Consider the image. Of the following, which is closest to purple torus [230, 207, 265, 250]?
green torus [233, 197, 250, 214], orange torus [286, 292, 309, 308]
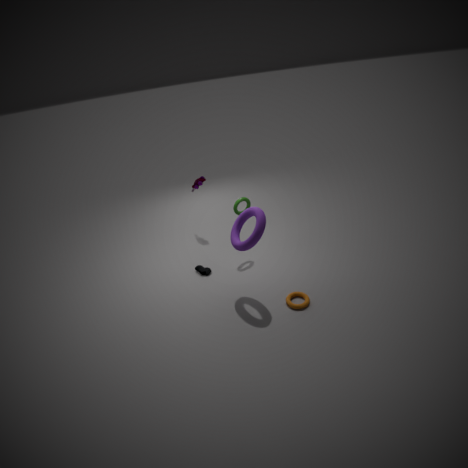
green torus [233, 197, 250, 214]
